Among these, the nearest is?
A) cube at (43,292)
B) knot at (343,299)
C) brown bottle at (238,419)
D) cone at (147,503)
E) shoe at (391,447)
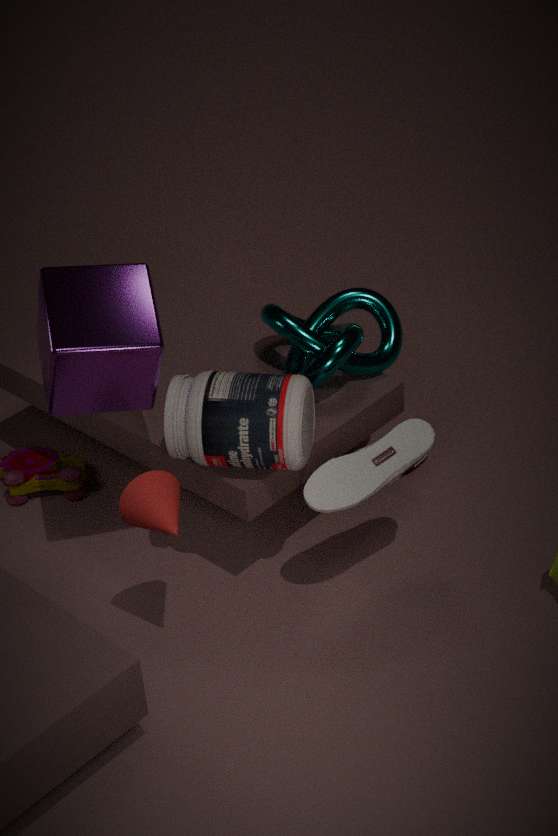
cone at (147,503)
